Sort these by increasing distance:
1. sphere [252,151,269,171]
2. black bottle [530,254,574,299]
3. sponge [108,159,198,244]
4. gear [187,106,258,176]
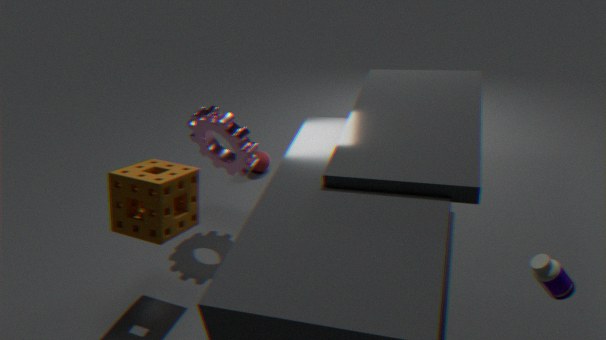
black bottle [530,254,574,299] < sponge [108,159,198,244] < gear [187,106,258,176] < sphere [252,151,269,171]
